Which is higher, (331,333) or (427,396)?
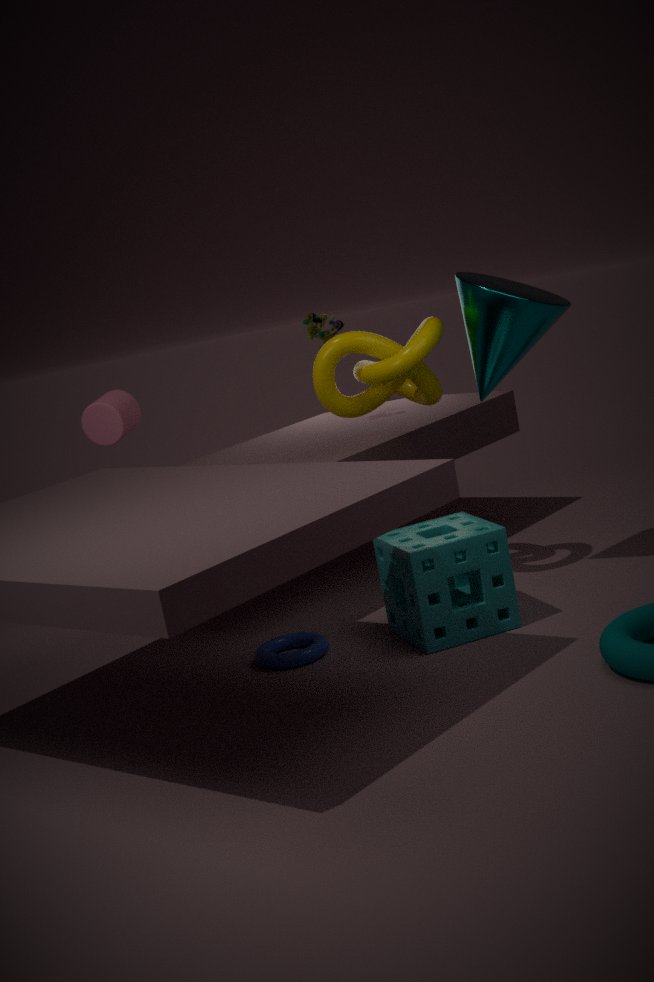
(331,333)
